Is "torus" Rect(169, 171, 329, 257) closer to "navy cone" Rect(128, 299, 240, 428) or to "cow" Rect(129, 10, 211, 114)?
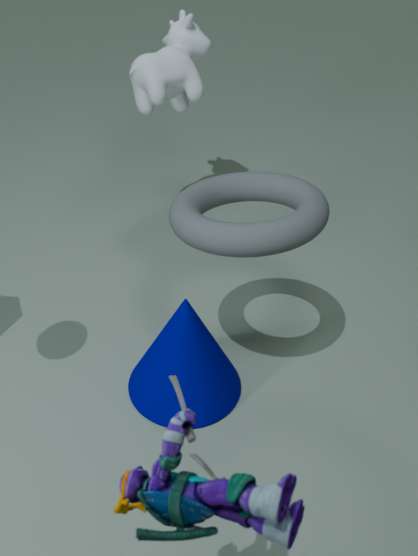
"navy cone" Rect(128, 299, 240, 428)
